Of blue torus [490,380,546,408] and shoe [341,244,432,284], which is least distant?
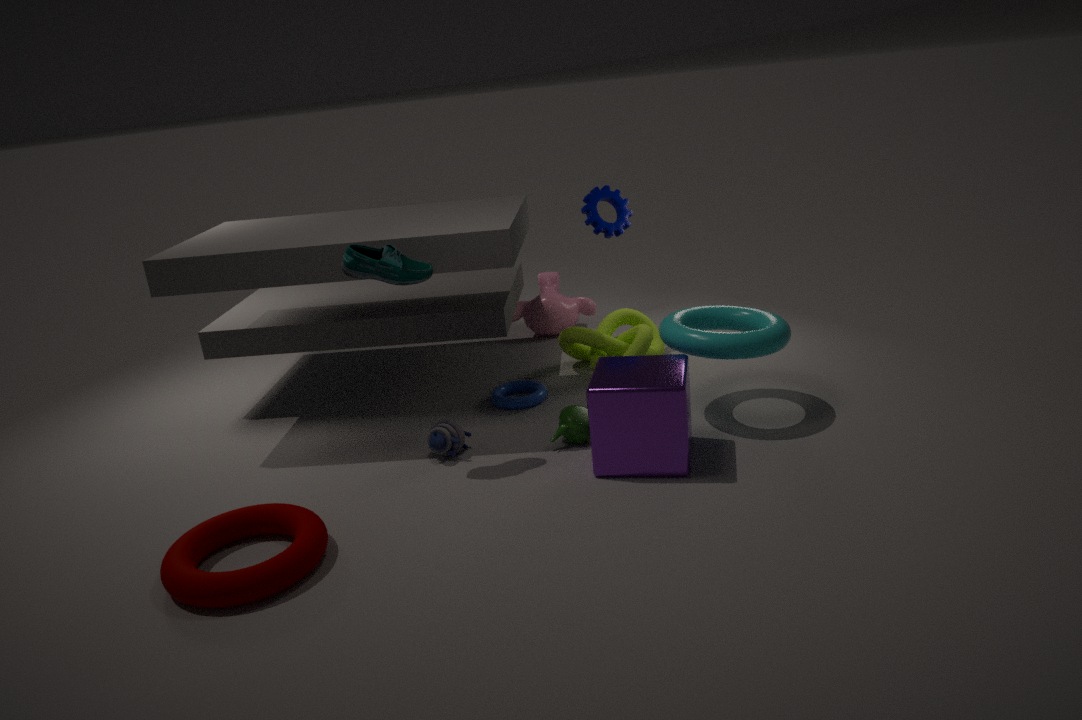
shoe [341,244,432,284]
